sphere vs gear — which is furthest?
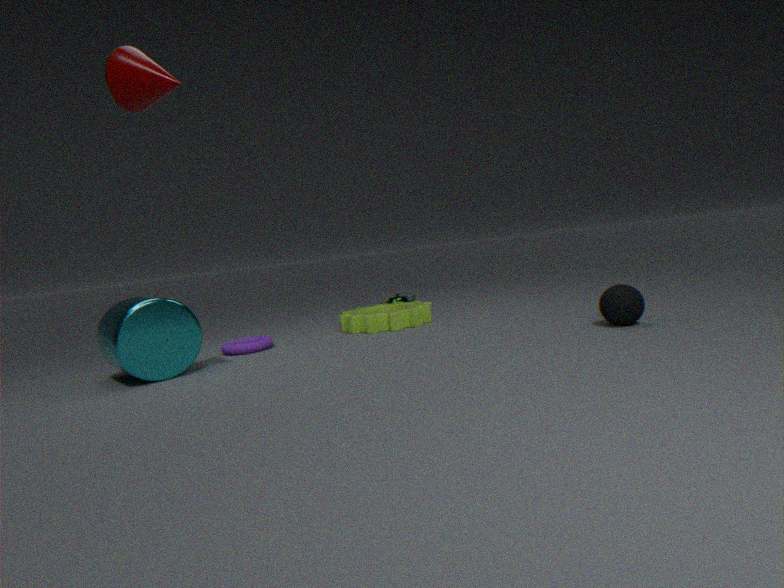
gear
